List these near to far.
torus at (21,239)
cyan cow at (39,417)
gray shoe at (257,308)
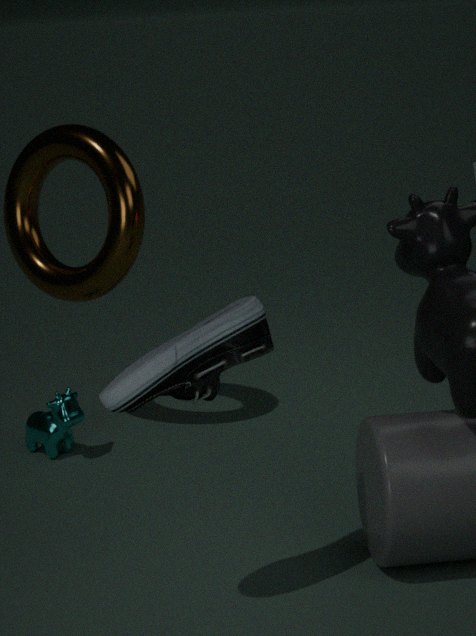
gray shoe at (257,308)
torus at (21,239)
cyan cow at (39,417)
